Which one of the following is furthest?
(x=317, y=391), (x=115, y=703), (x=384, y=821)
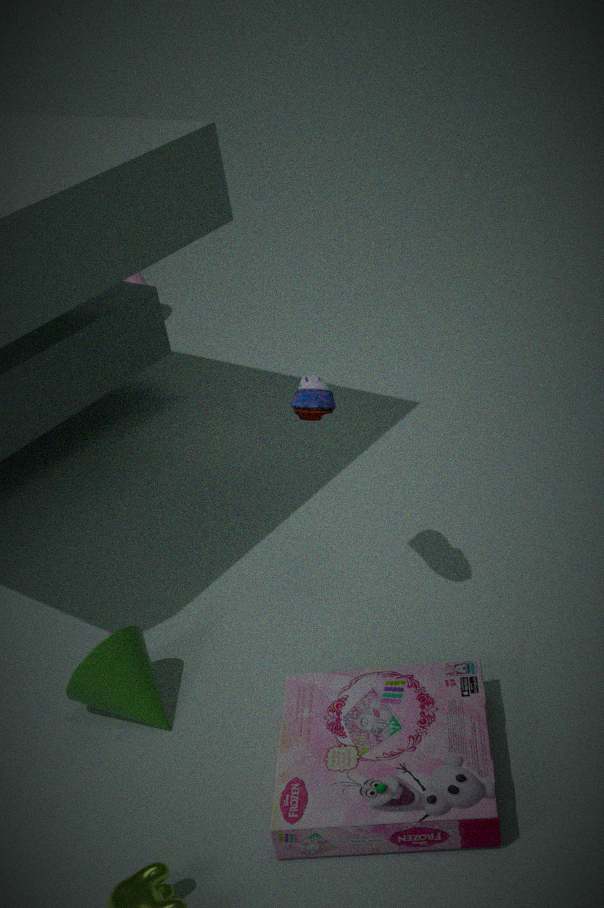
(x=115, y=703)
